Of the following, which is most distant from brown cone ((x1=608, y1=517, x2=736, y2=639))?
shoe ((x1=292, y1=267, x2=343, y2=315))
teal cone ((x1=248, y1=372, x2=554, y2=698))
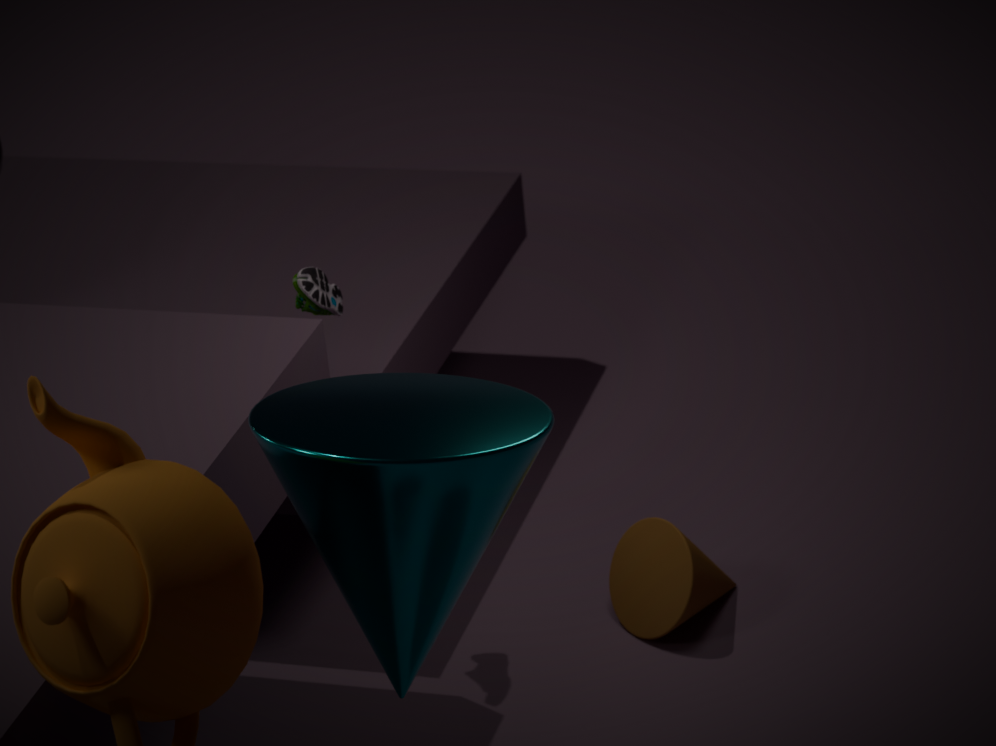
teal cone ((x1=248, y1=372, x2=554, y2=698))
